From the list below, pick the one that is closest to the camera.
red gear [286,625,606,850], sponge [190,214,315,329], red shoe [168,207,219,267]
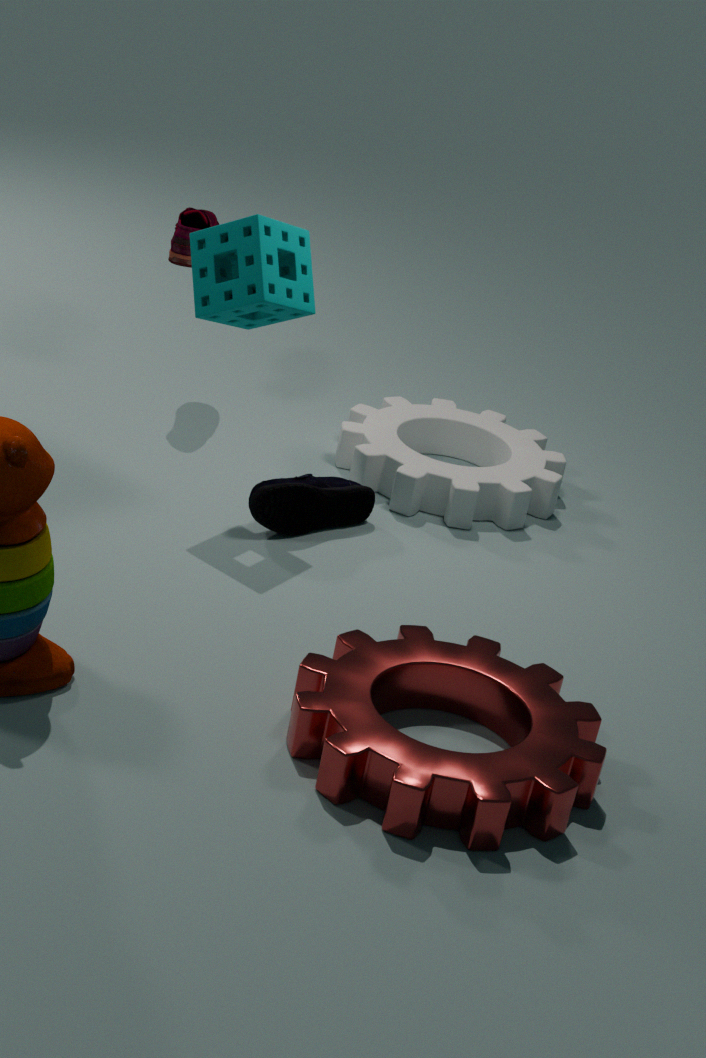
red gear [286,625,606,850]
